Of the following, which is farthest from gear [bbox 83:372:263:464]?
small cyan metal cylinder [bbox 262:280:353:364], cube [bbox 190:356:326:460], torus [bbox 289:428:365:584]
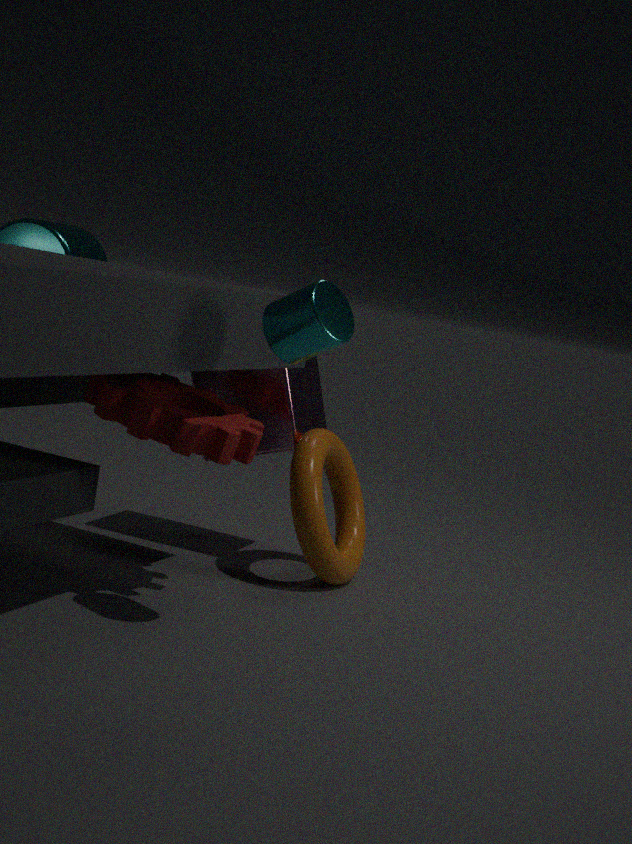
small cyan metal cylinder [bbox 262:280:353:364]
